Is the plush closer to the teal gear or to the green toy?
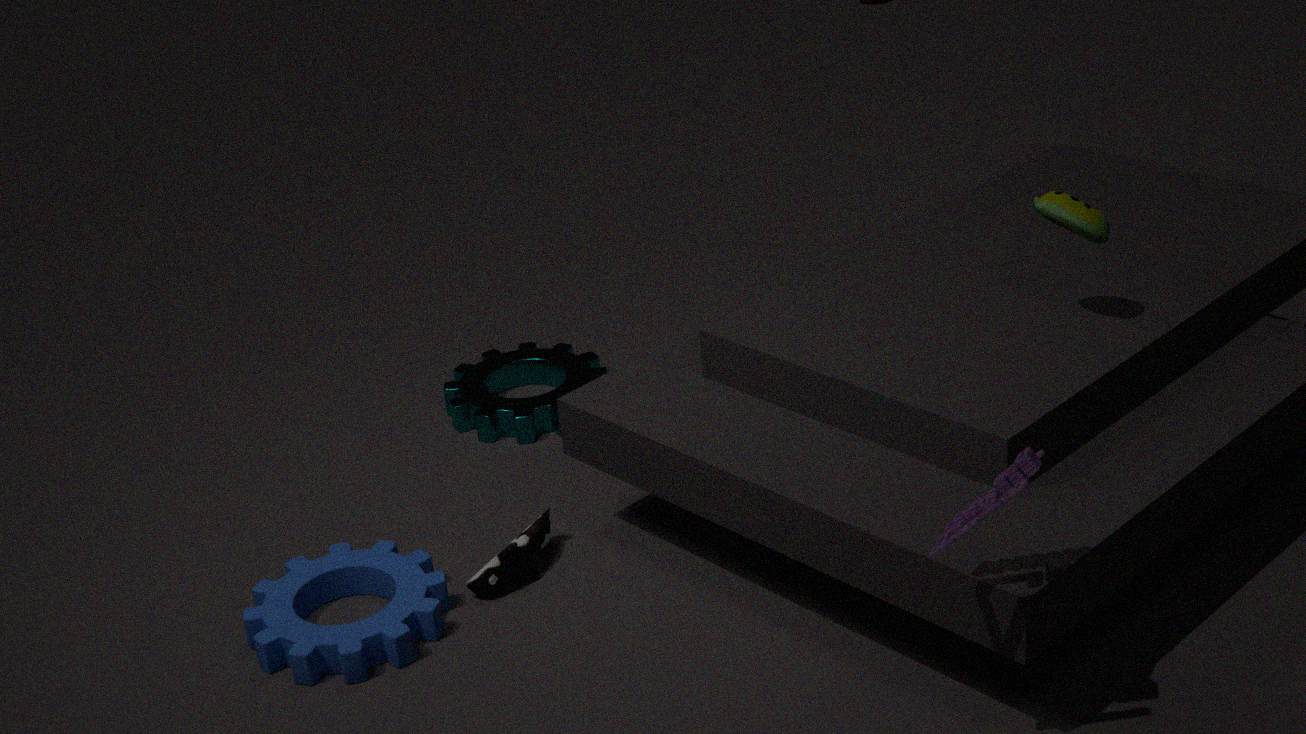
the teal gear
